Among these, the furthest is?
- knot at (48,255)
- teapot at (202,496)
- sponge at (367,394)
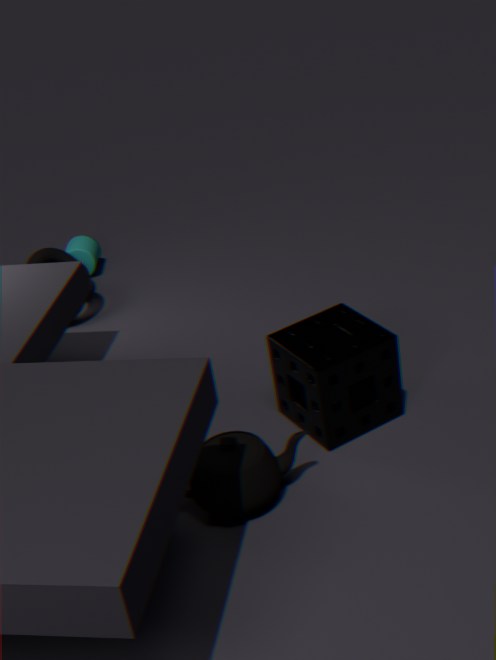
knot at (48,255)
